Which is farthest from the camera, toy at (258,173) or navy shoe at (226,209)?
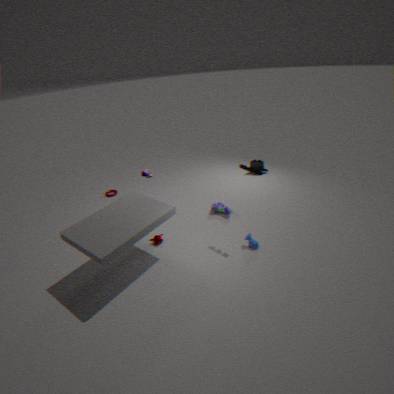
navy shoe at (226,209)
